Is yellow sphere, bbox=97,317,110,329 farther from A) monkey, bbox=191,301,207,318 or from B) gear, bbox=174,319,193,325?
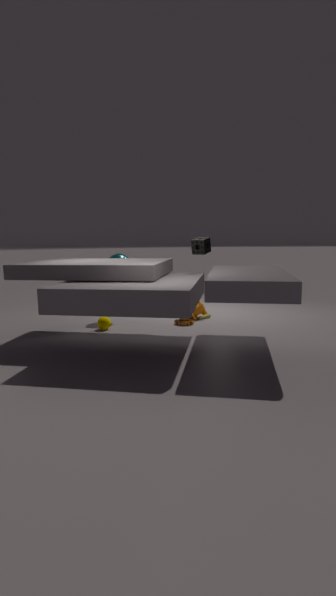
Answer: A) monkey, bbox=191,301,207,318
